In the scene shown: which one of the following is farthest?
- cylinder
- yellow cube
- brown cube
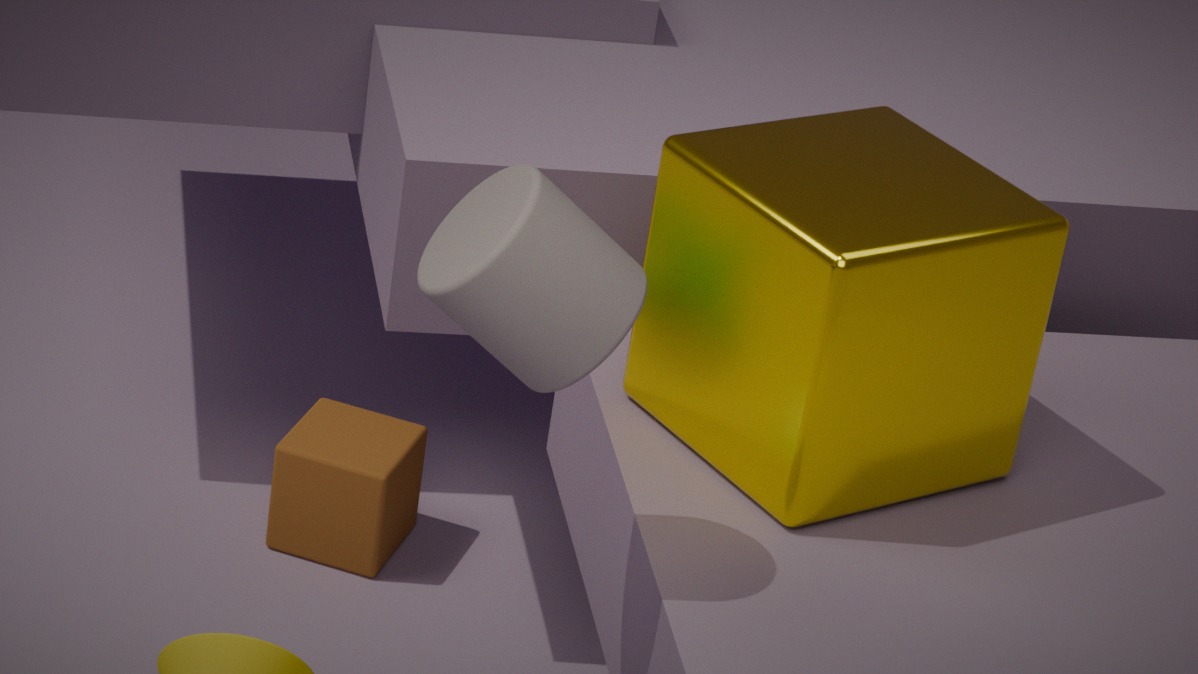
brown cube
